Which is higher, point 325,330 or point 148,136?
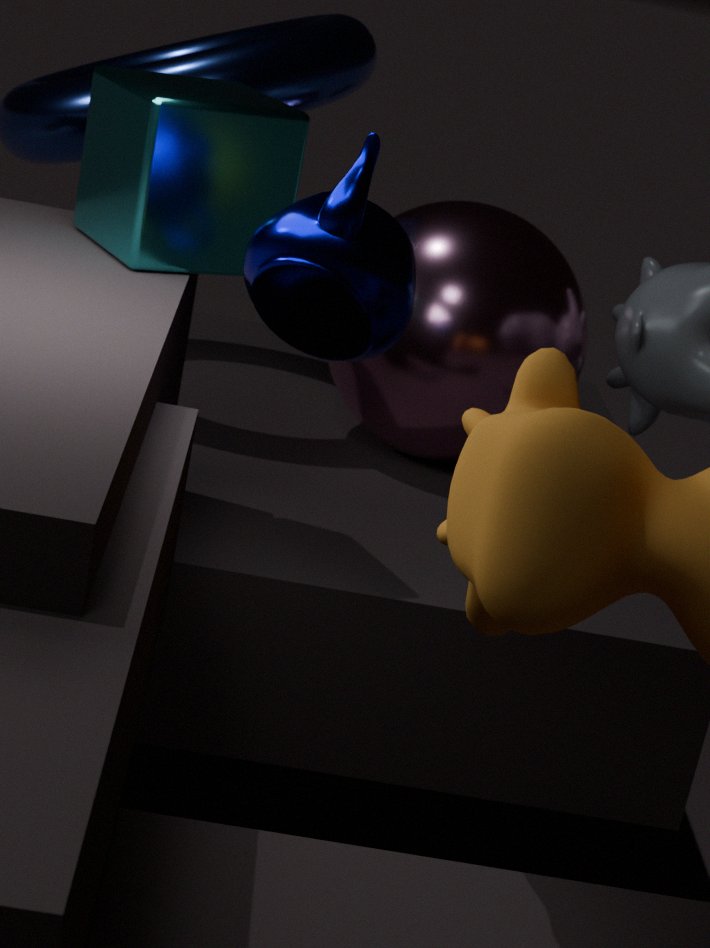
point 148,136
